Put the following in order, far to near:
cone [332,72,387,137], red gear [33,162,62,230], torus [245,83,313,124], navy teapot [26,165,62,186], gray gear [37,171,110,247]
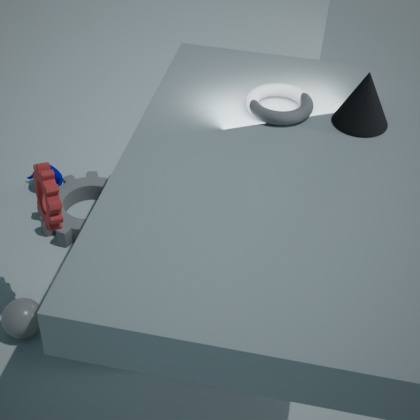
1. navy teapot [26,165,62,186]
2. gray gear [37,171,110,247]
3. red gear [33,162,62,230]
4. torus [245,83,313,124]
5. cone [332,72,387,137]
